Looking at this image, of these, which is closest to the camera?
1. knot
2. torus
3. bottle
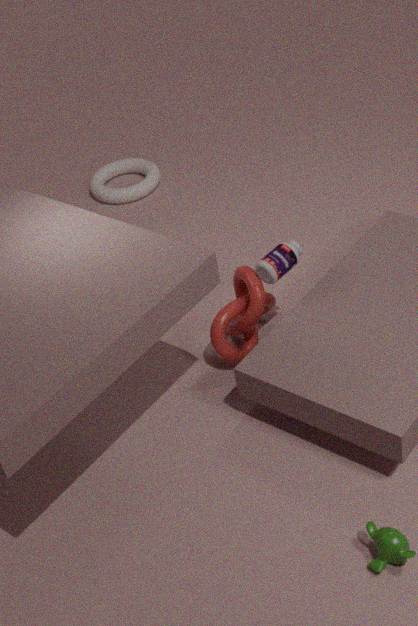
bottle
